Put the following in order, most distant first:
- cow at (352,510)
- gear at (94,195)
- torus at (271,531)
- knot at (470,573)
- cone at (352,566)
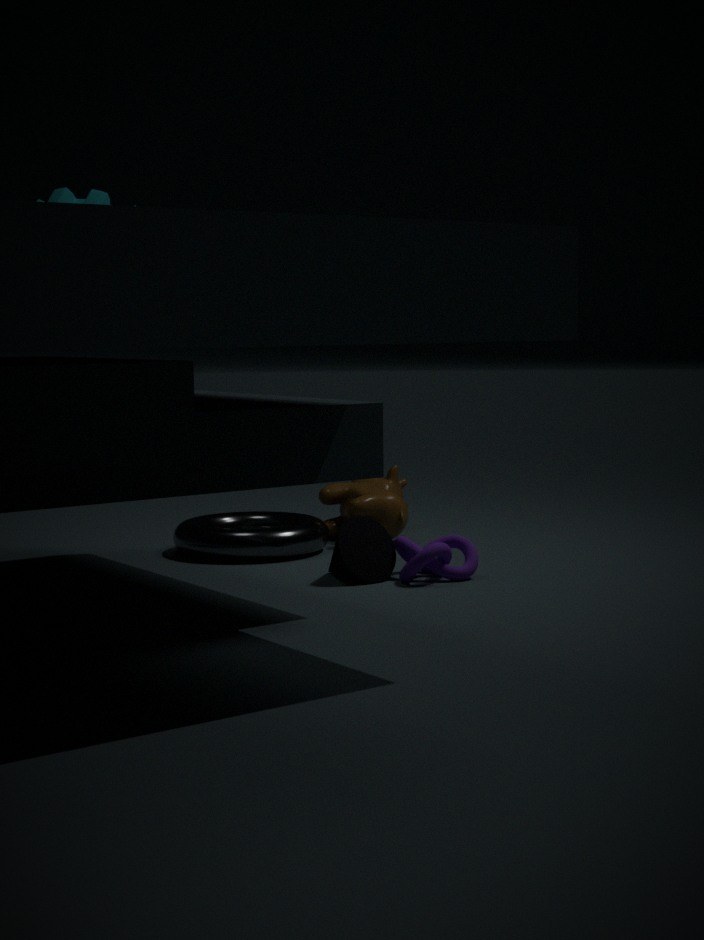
cow at (352,510)
torus at (271,531)
gear at (94,195)
cone at (352,566)
knot at (470,573)
